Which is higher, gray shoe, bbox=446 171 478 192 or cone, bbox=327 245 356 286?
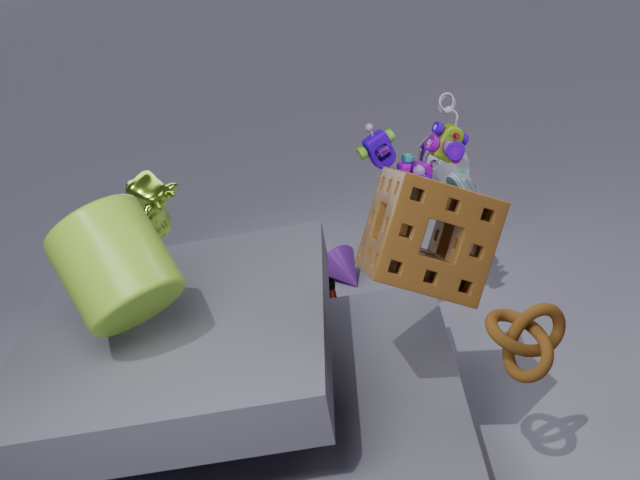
gray shoe, bbox=446 171 478 192
